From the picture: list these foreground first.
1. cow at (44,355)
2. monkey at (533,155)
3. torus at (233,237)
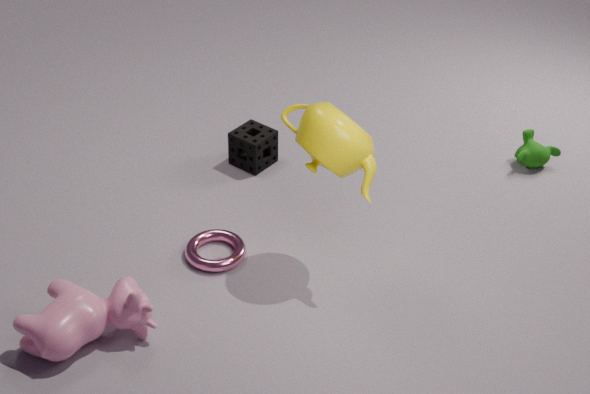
cow at (44,355) < torus at (233,237) < monkey at (533,155)
